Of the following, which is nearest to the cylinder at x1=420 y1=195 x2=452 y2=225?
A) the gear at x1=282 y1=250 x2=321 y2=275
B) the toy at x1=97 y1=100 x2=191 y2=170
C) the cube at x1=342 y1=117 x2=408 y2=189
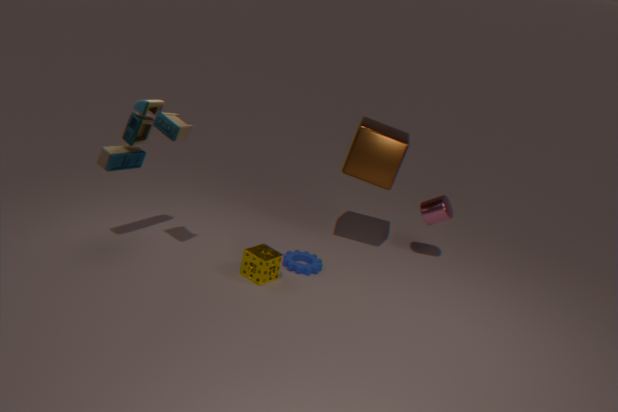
the cube at x1=342 y1=117 x2=408 y2=189
